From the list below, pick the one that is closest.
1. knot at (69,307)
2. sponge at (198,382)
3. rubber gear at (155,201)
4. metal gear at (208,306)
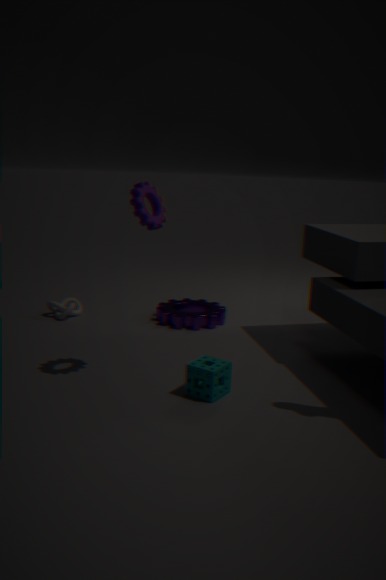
sponge at (198,382)
